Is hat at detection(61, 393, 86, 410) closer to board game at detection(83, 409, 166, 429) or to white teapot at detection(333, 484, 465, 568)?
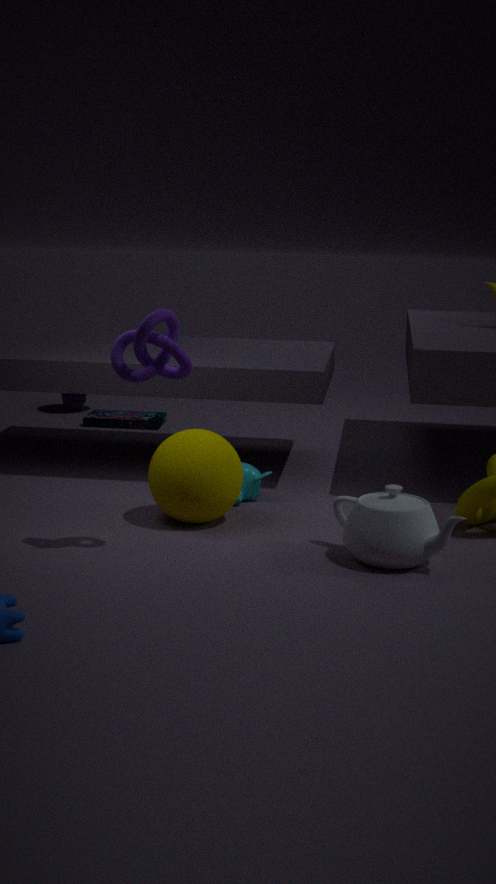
board game at detection(83, 409, 166, 429)
